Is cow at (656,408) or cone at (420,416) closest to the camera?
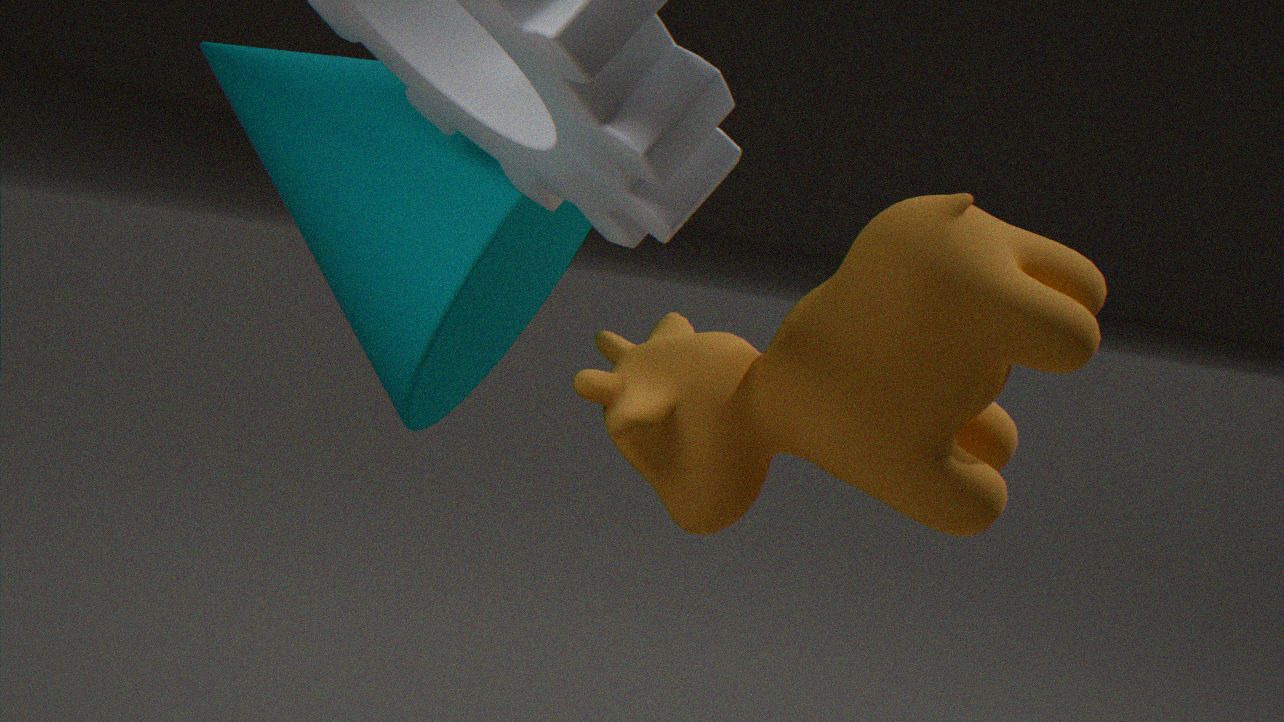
cow at (656,408)
